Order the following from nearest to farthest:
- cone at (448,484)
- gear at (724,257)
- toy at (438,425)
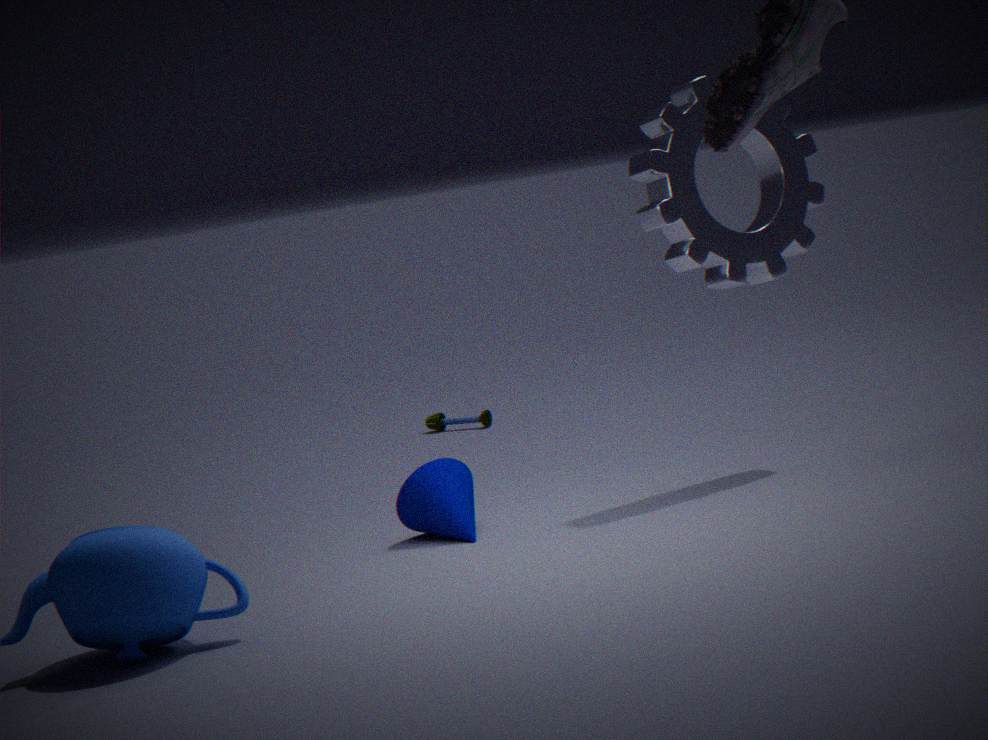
cone at (448,484) < gear at (724,257) < toy at (438,425)
